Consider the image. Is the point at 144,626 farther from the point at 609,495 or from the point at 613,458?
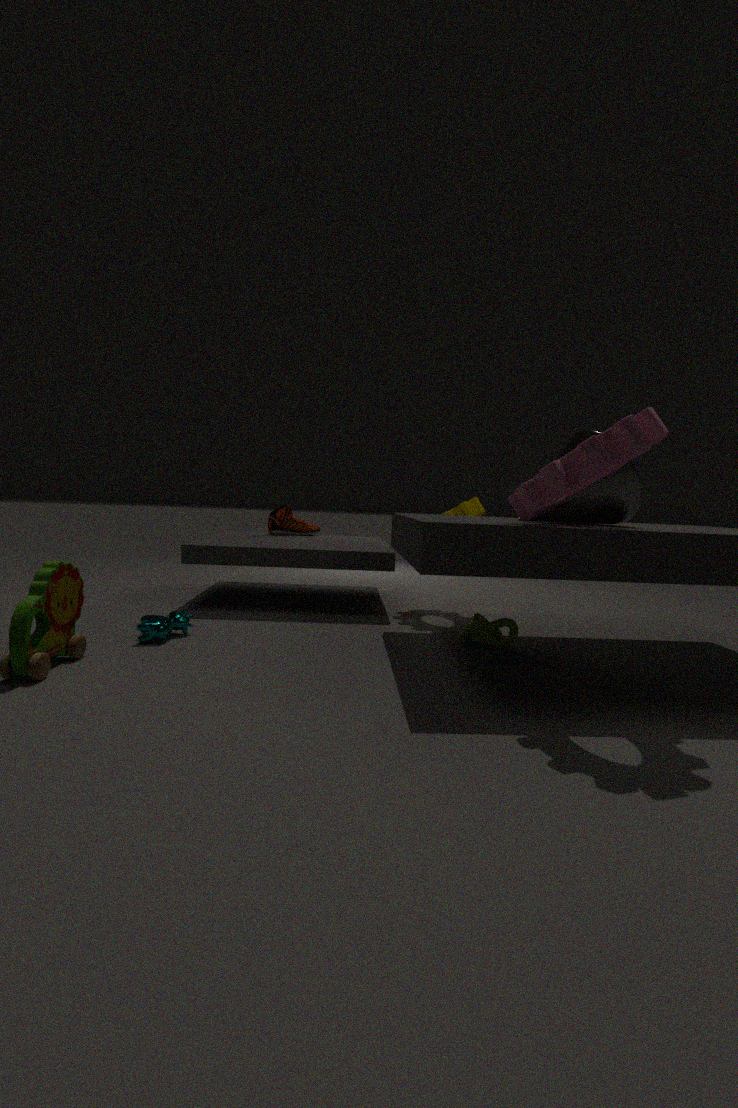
the point at 609,495
